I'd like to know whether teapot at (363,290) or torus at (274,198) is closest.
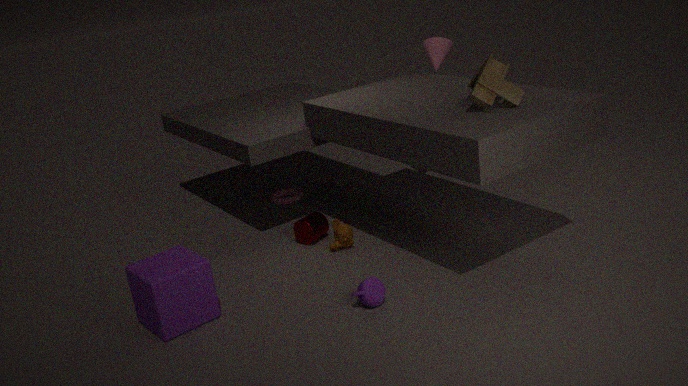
teapot at (363,290)
